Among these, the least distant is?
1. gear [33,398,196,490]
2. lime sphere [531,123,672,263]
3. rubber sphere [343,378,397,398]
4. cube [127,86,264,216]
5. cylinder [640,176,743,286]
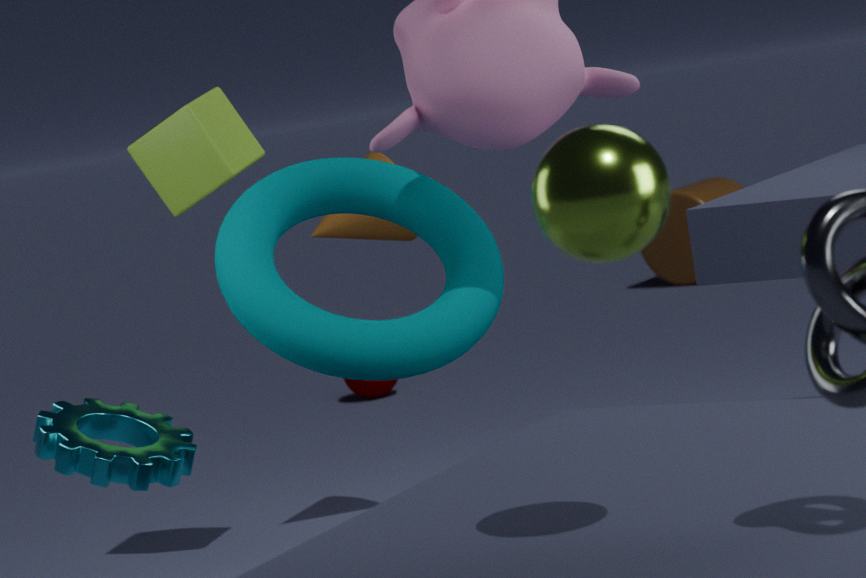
lime sphere [531,123,672,263]
